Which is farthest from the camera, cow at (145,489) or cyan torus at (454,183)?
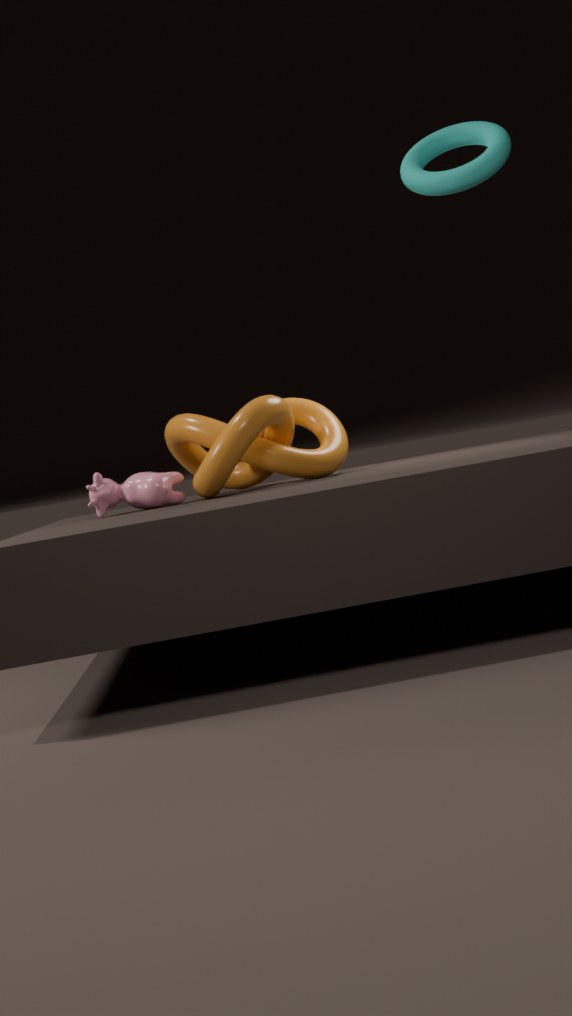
cow at (145,489)
